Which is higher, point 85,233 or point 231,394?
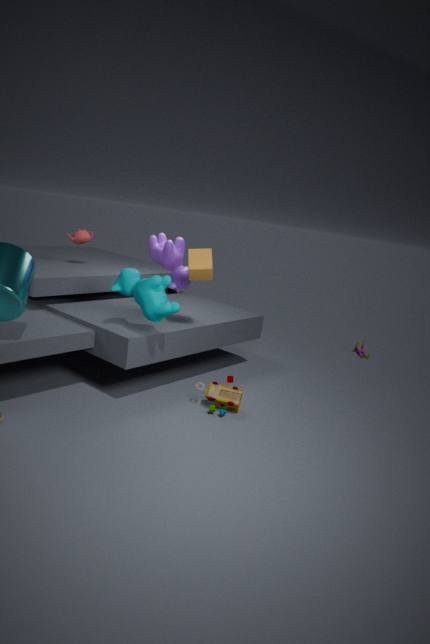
point 85,233
